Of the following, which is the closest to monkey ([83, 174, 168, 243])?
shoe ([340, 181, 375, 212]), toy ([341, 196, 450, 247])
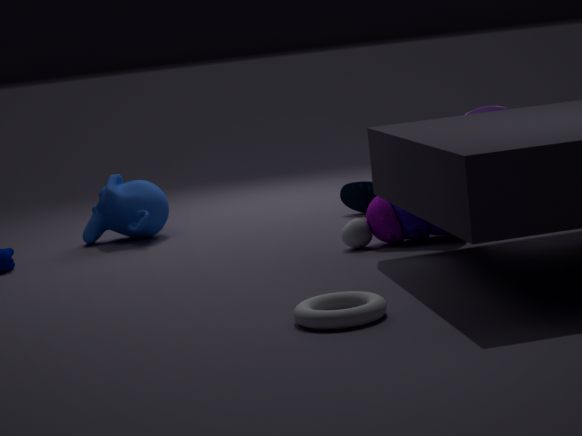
shoe ([340, 181, 375, 212])
